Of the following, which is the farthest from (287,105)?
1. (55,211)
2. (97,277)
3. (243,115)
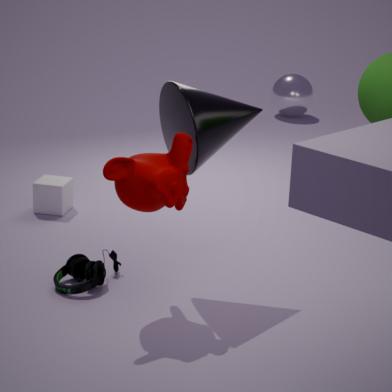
(97,277)
